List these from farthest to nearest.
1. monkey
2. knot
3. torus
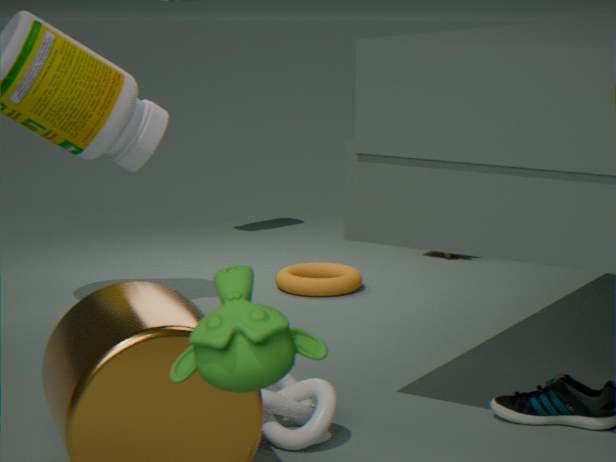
torus < knot < monkey
